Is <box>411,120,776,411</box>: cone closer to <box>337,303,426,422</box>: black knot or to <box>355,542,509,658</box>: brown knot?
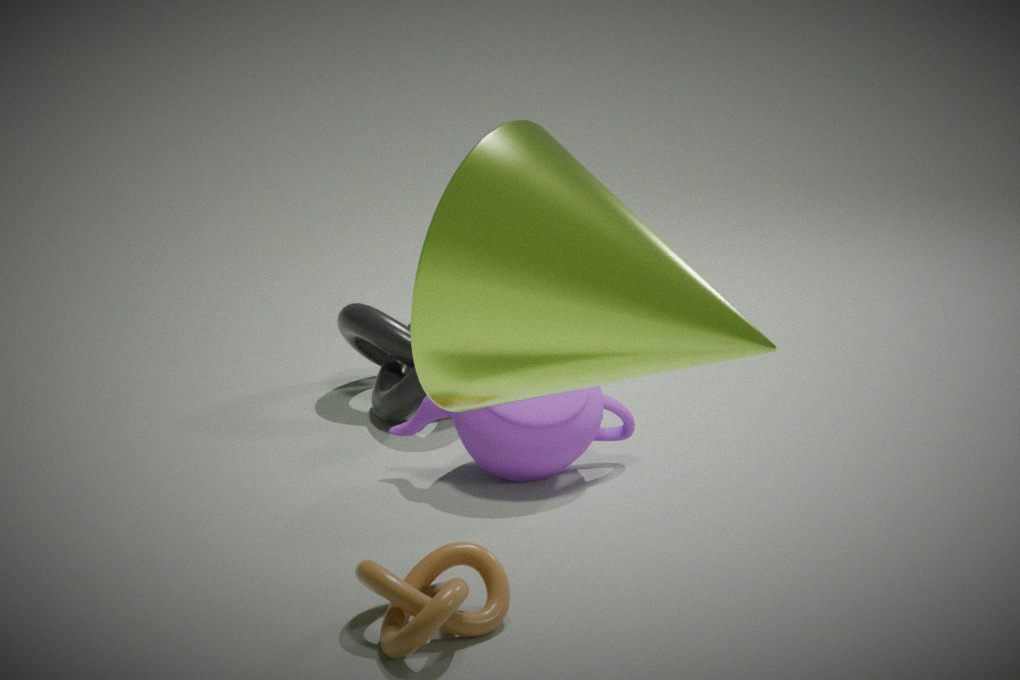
<box>355,542,509,658</box>: brown knot
